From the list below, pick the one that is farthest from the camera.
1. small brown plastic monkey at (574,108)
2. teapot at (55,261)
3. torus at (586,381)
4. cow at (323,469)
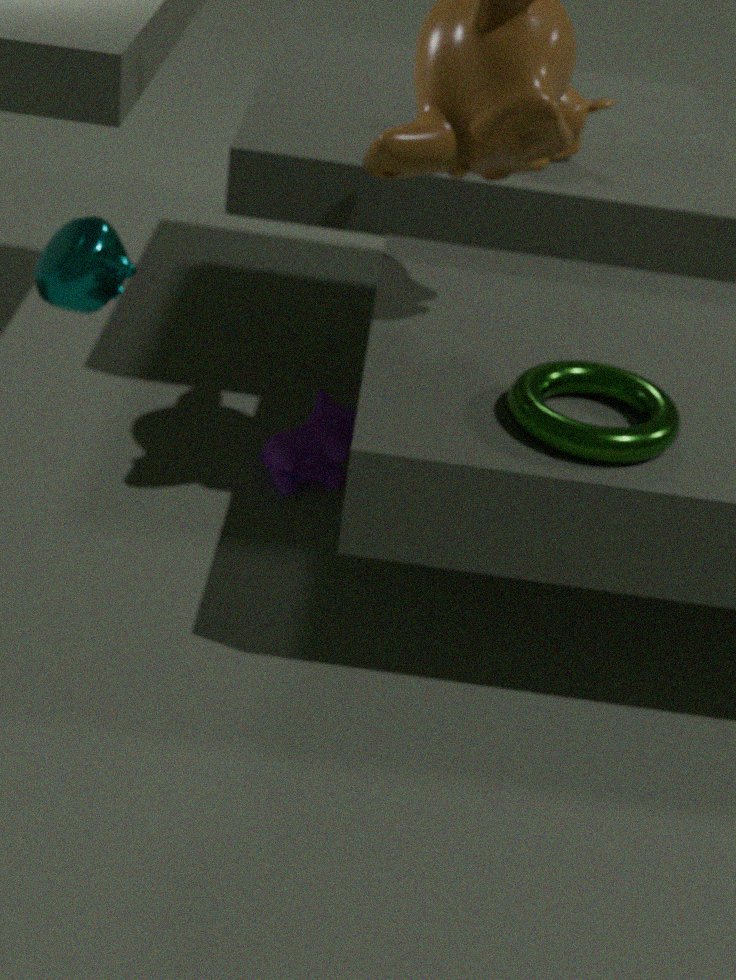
small brown plastic monkey at (574,108)
